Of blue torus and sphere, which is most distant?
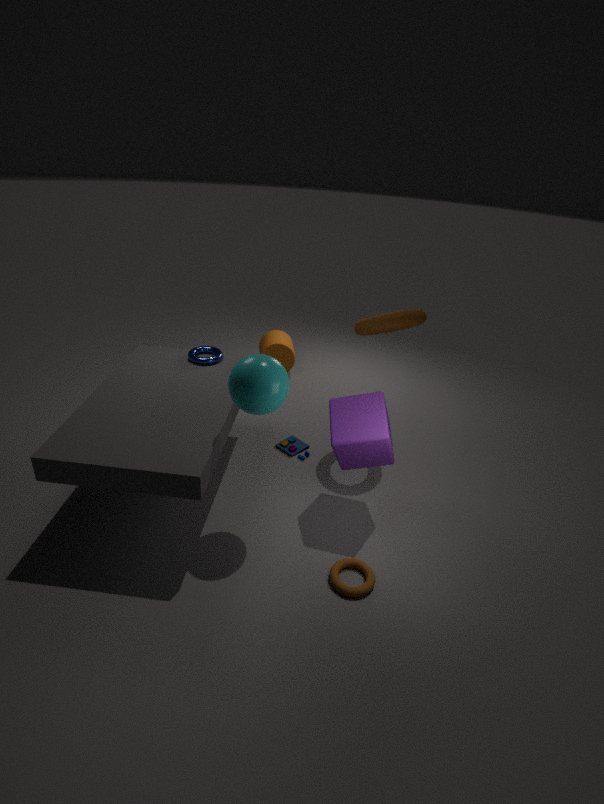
blue torus
